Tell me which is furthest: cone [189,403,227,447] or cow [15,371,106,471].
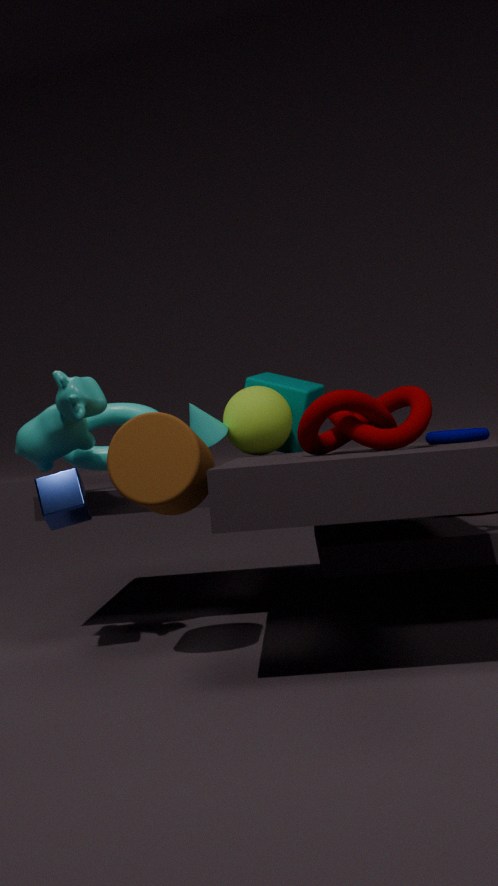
cone [189,403,227,447]
